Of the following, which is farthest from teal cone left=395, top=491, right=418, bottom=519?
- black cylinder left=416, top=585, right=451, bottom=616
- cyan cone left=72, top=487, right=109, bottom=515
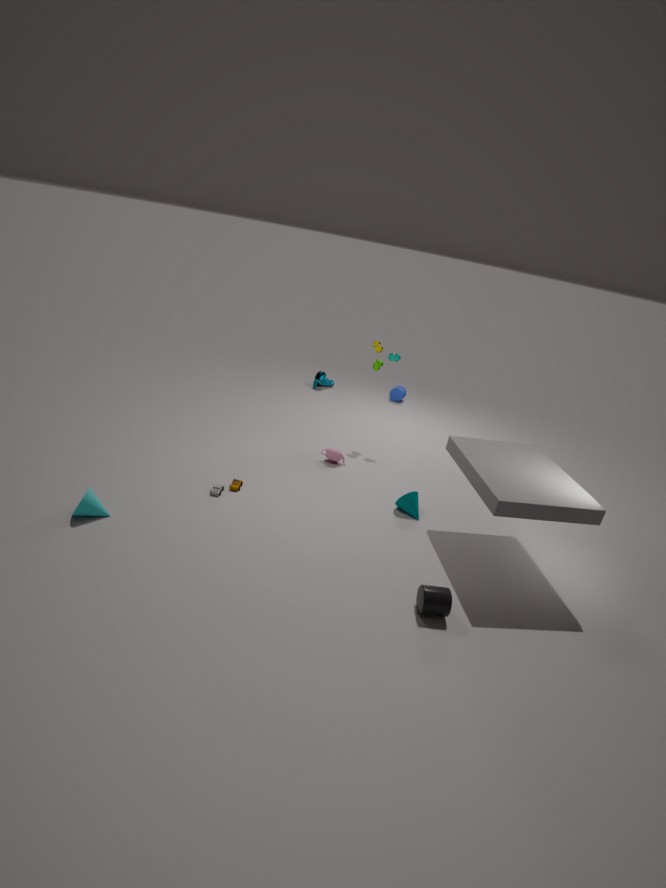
cyan cone left=72, top=487, right=109, bottom=515
